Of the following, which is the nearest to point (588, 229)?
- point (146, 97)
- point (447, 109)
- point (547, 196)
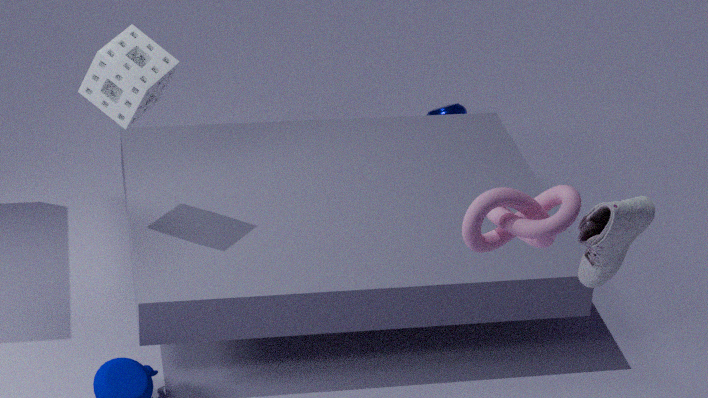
point (547, 196)
